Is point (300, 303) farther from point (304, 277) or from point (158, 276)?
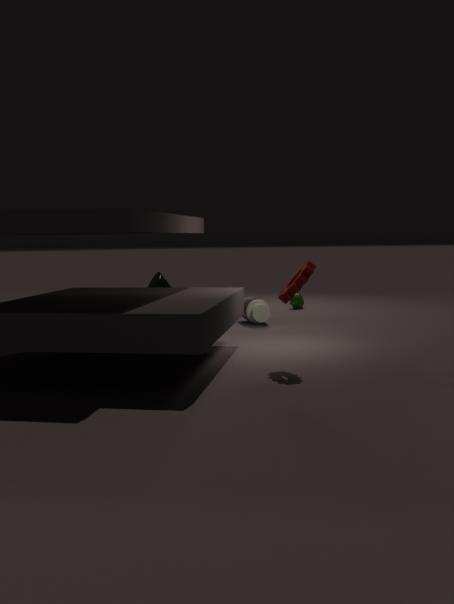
point (304, 277)
